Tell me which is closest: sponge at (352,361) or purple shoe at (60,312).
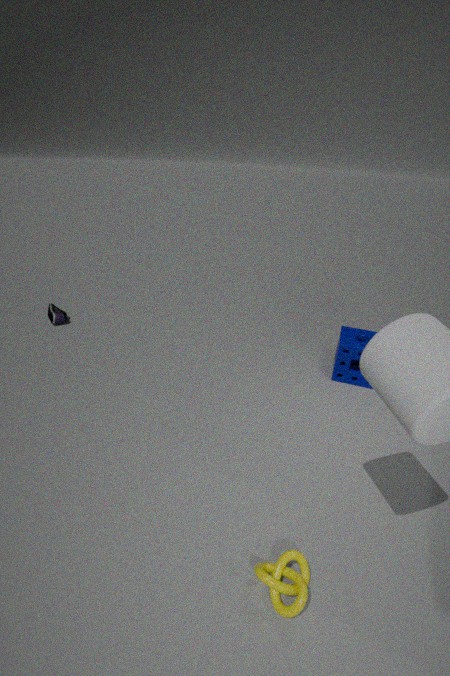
sponge at (352,361)
